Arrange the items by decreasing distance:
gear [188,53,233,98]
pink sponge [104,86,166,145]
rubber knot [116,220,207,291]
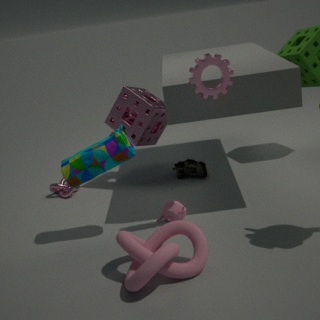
pink sponge [104,86,166,145] < gear [188,53,233,98] < rubber knot [116,220,207,291]
